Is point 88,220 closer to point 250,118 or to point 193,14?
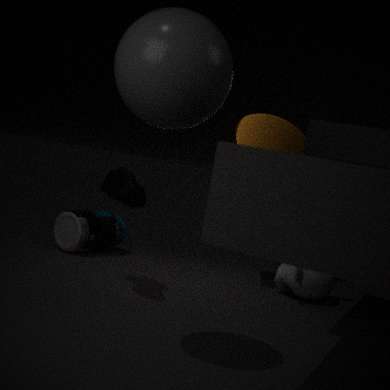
point 250,118
